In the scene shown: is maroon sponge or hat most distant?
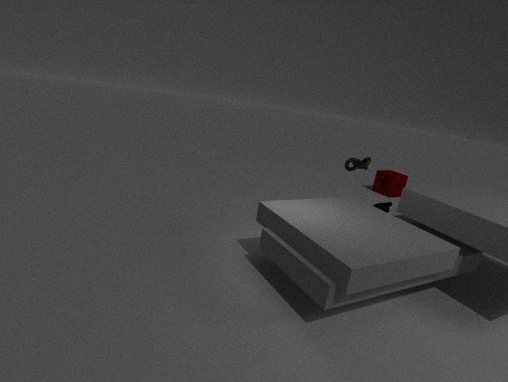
maroon sponge
